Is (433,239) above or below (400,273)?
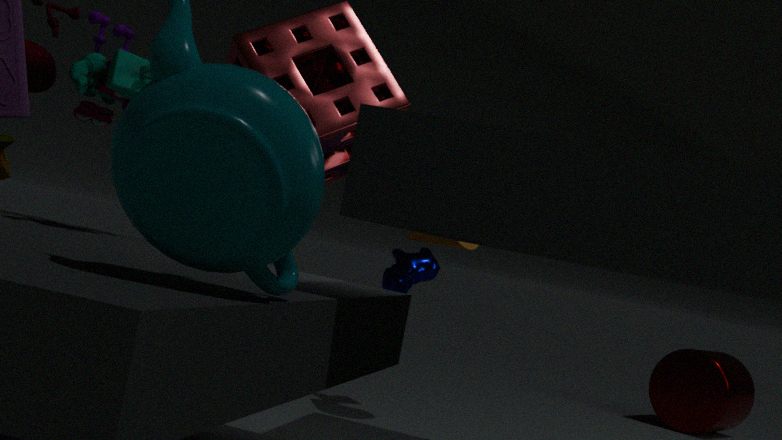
above
